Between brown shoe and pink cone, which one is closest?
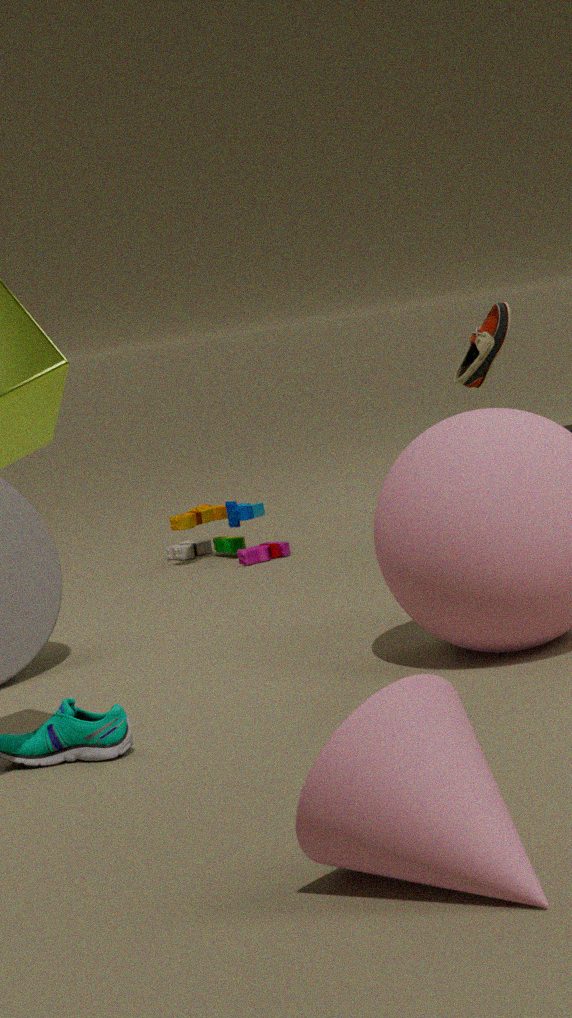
pink cone
